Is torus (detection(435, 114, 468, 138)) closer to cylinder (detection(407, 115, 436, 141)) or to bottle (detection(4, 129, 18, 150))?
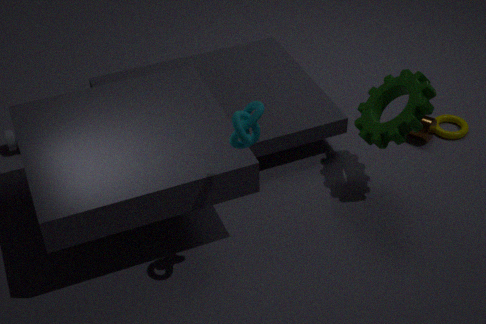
cylinder (detection(407, 115, 436, 141))
